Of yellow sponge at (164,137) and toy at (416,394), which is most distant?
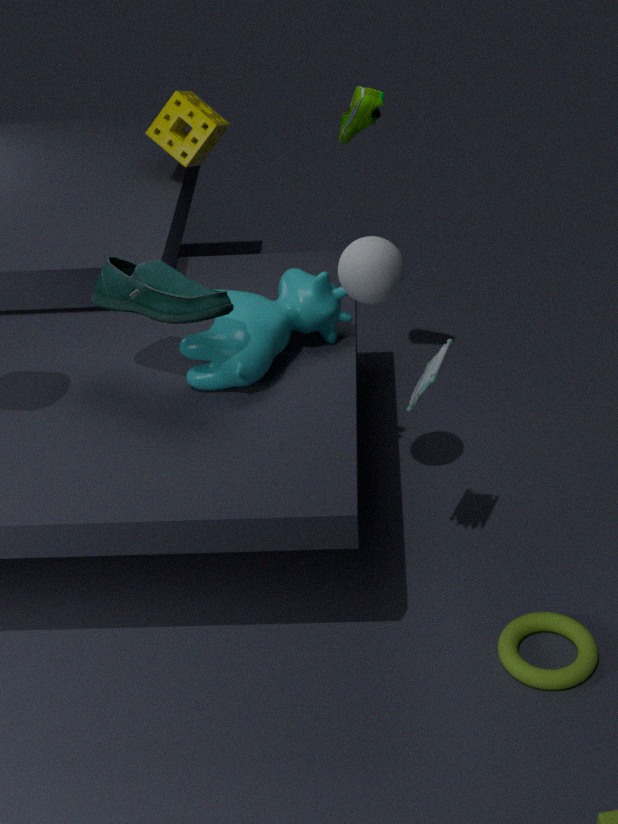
yellow sponge at (164,137)
